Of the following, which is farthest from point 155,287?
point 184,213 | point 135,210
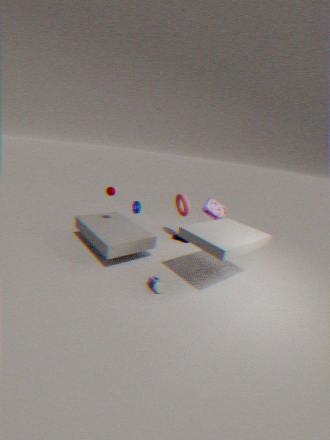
point 184,213
